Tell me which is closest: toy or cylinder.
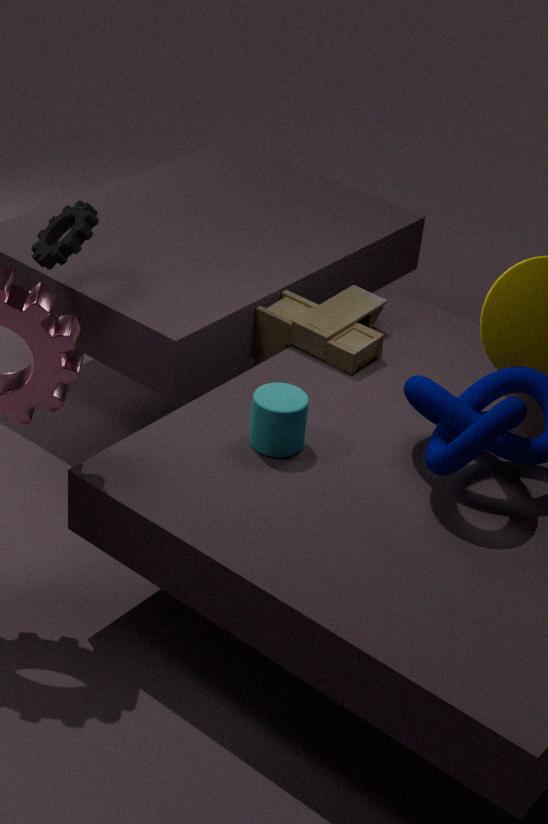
cylinder
